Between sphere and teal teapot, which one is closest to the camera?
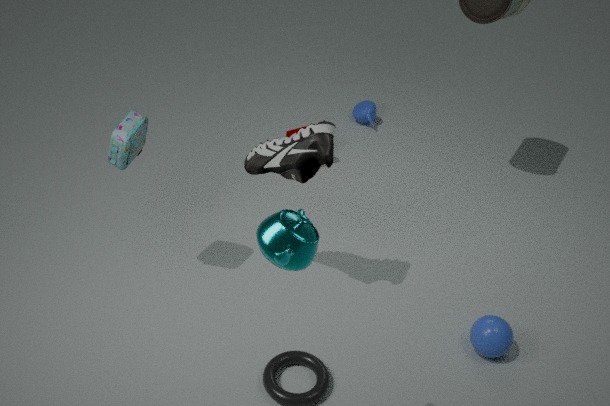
teal teapot
